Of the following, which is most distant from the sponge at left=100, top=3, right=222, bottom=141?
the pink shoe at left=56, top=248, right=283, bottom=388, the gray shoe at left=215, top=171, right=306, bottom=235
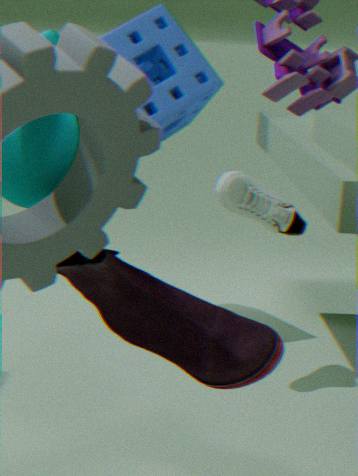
the pink shoe at left=56, top=248, right=283, bottom=388
